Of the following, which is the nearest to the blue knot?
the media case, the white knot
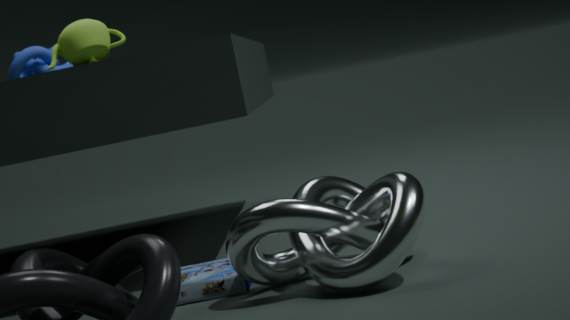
→ the media case
